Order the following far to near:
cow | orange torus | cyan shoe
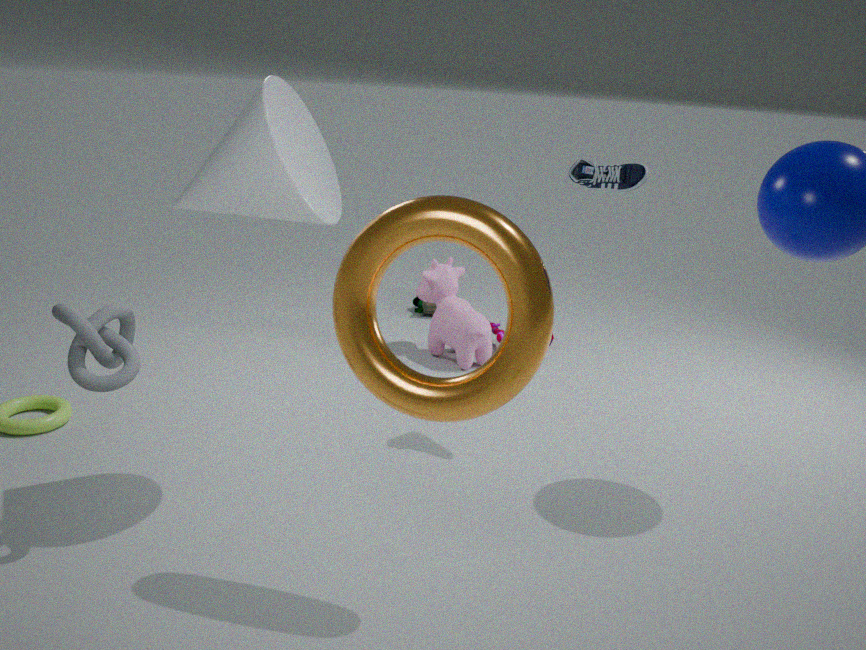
cow → cyan shoe → orange torus
